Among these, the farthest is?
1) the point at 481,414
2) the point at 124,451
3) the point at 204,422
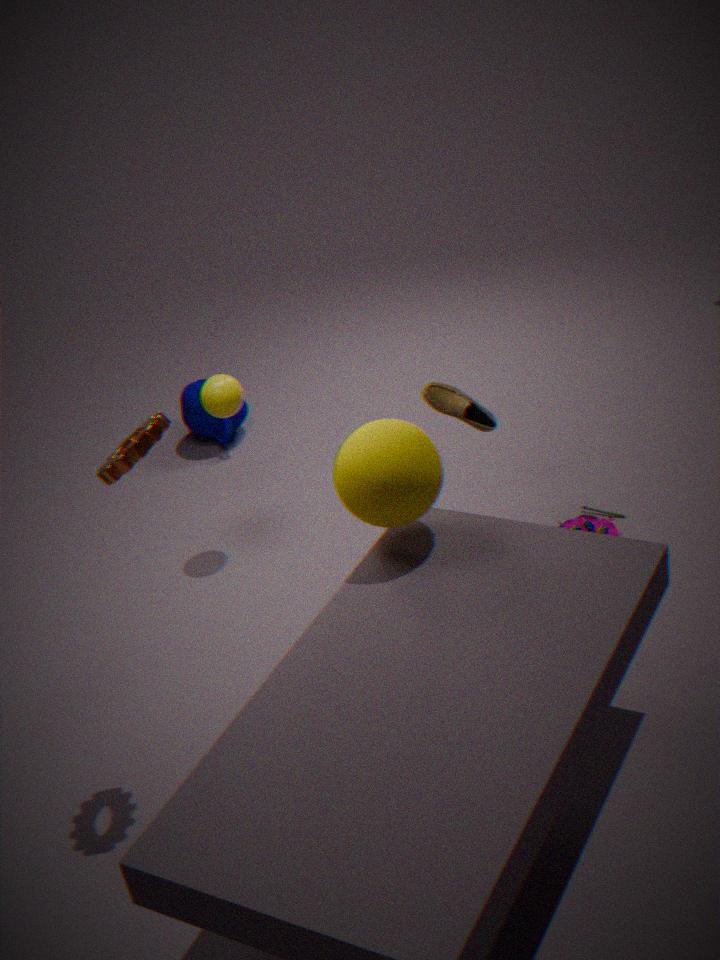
3. the point at 204,422
